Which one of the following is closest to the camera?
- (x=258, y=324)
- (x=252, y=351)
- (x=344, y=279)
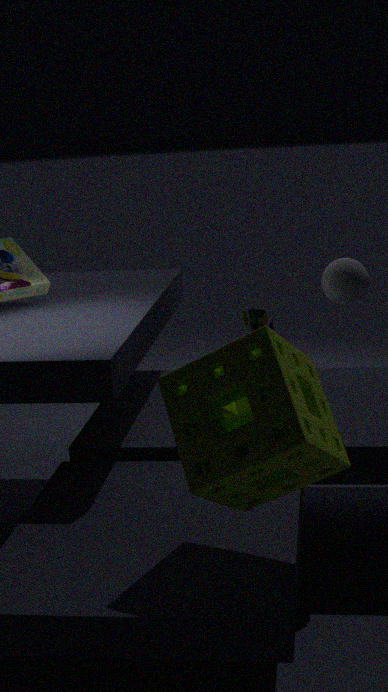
(x=252, y=351)
